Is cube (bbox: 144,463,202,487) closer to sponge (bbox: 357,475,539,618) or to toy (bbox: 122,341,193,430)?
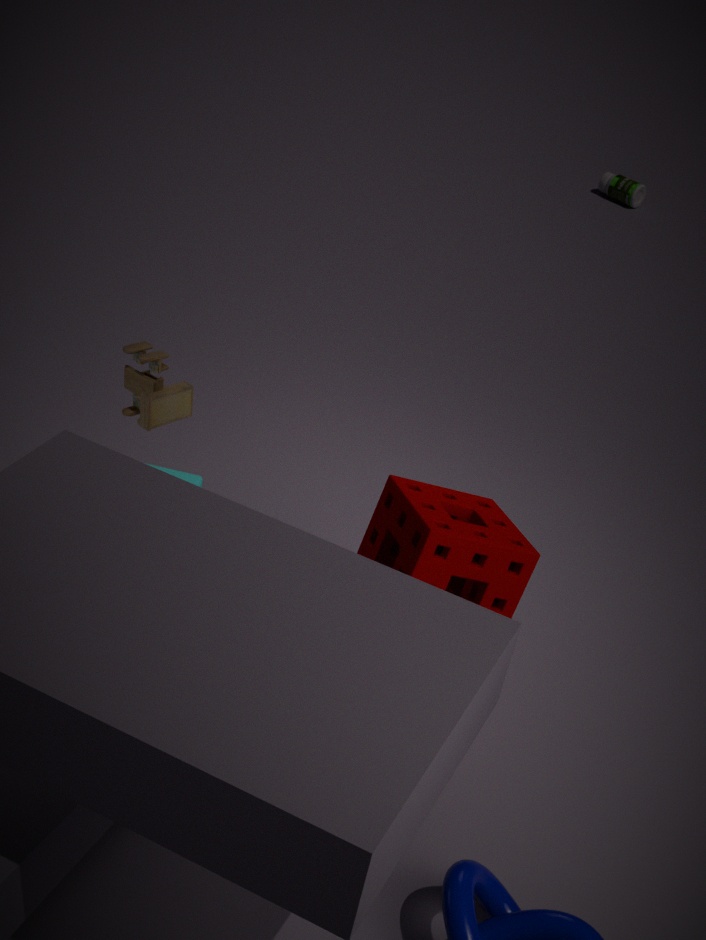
toy (bbox: 122,341,193,430)
